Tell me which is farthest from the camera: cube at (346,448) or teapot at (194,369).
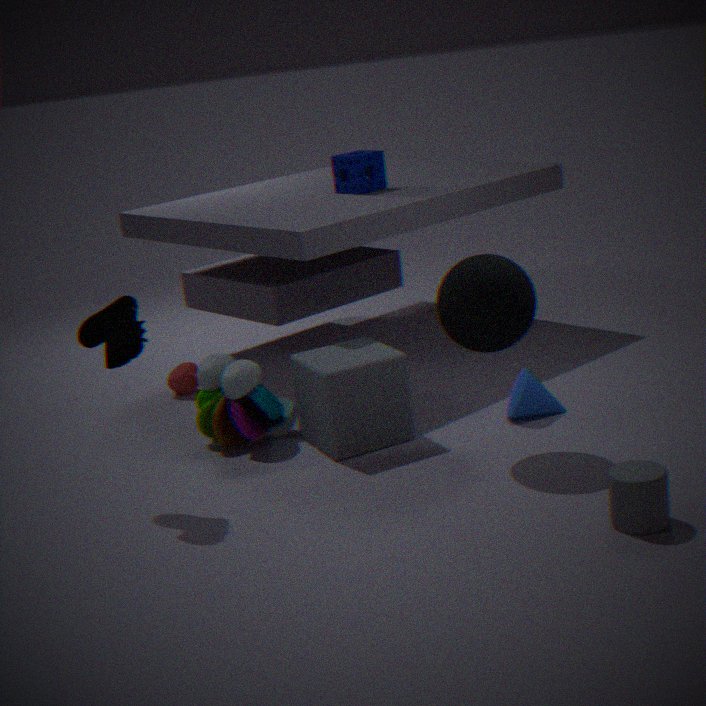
teapot at (194,369)
